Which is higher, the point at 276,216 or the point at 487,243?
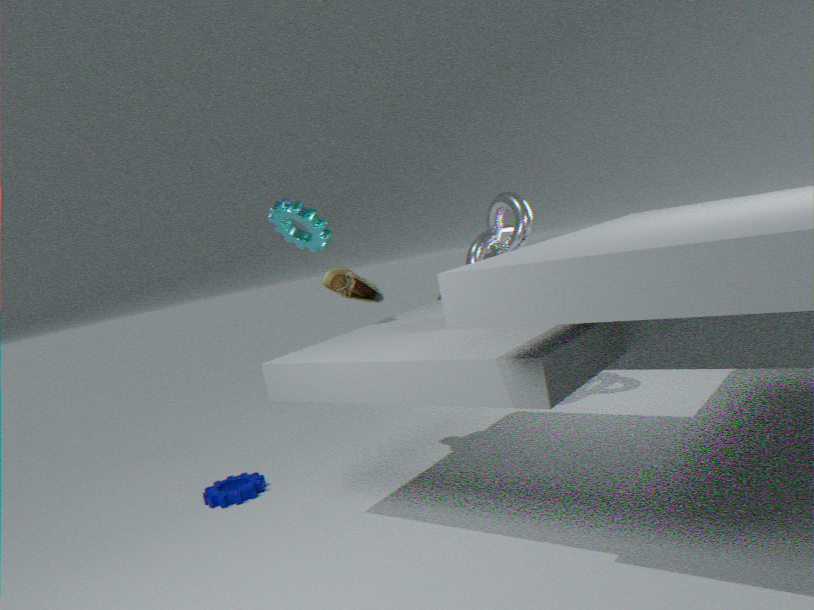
the point at 276,216
